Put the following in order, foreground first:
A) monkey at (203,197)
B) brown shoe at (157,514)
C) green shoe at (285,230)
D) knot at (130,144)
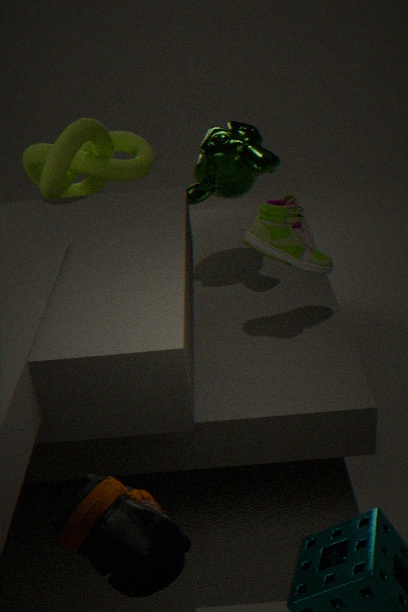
brown shoe at (157,514) < green shoe at (285,230) < knot at (130,144) < monkey at (203,197)
